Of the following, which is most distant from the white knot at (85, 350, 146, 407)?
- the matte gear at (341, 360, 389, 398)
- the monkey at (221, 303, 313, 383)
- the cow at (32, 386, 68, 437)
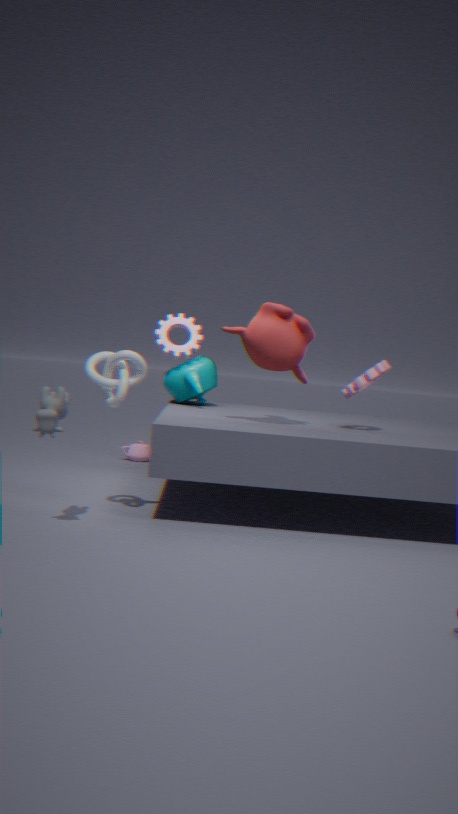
the matte gear at (341, 360, 389, 398)
